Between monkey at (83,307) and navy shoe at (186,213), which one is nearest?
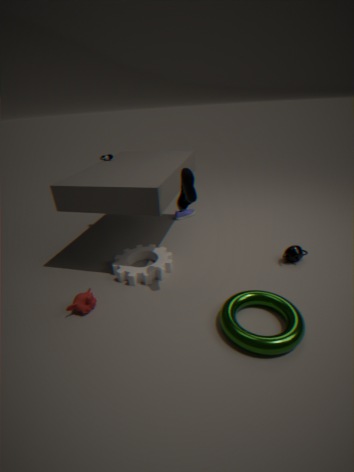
monkey at (83,307)
